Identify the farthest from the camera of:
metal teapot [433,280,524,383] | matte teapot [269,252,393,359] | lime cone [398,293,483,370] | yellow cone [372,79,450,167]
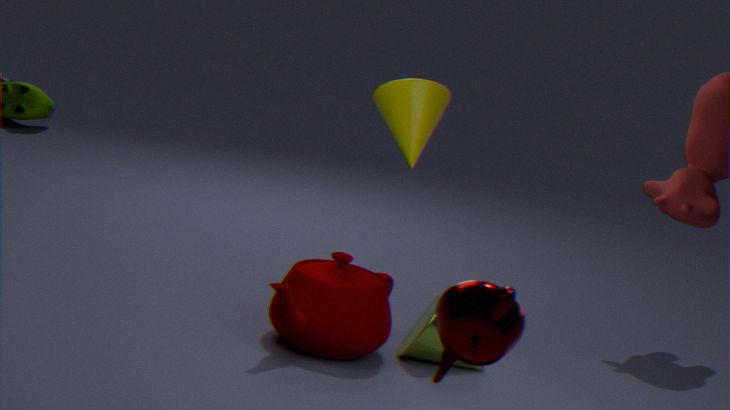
yellow cone [372,79,450,167]
